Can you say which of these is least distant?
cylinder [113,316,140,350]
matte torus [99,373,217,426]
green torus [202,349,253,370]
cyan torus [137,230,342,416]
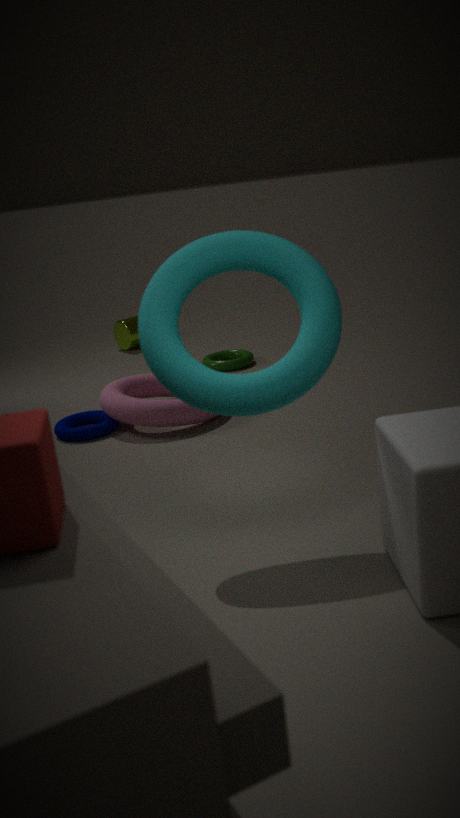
cyan torus [137,230,342,416]
